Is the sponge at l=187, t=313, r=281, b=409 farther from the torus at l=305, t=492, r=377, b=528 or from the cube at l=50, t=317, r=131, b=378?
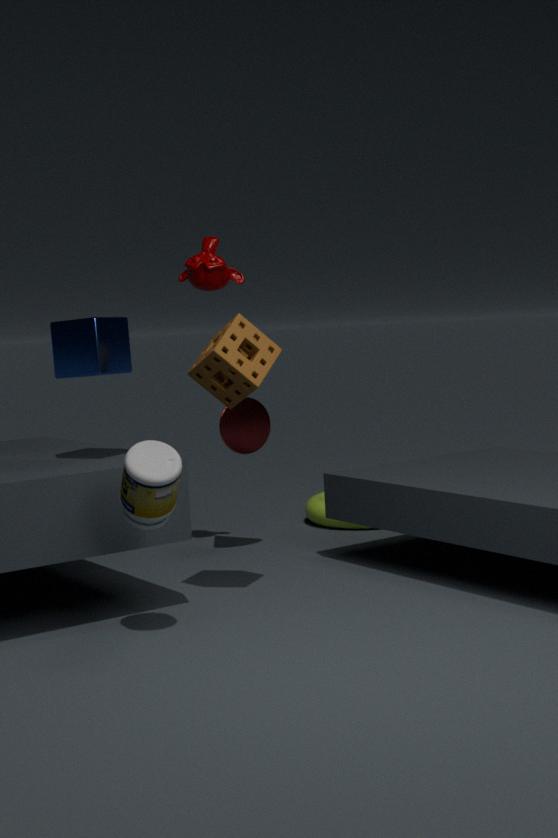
the torus at l=305, t=492, r=377, b=528
